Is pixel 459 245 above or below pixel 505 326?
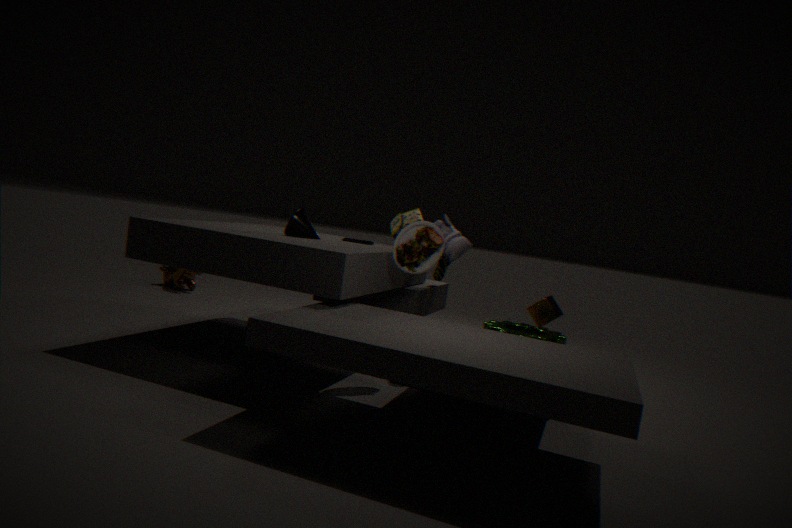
above
